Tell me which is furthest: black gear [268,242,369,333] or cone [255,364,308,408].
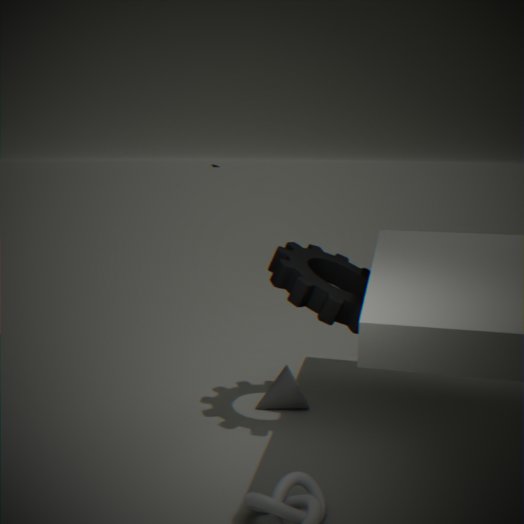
cone [255,364,308,408]
